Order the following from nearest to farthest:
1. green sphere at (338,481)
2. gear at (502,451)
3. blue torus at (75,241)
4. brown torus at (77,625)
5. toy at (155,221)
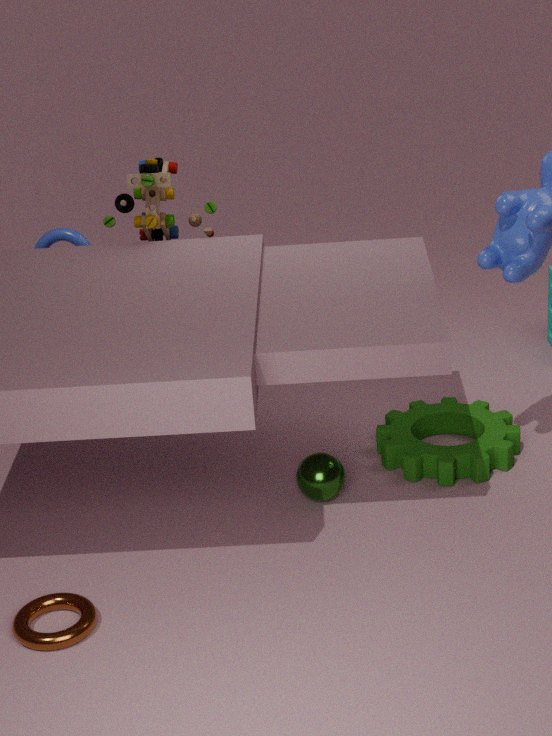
brown torus at (77,625)
green sphere at (338,481)
gear at (502,451)
toy at (155,221)
blue torus at (75,241)
